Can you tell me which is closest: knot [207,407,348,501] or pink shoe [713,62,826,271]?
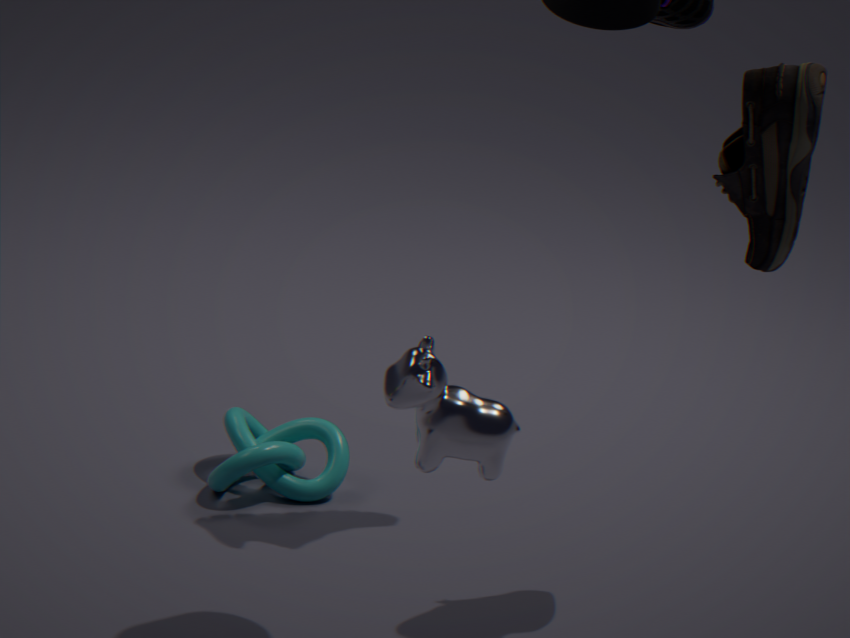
pink shoe [713,62,826,271]
